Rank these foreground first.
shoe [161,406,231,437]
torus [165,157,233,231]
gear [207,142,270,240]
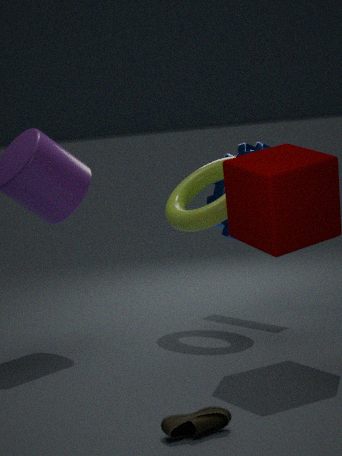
shoe [161,406,231,437] → torus [165,157,233,231] → gear [207,142,270,240]
